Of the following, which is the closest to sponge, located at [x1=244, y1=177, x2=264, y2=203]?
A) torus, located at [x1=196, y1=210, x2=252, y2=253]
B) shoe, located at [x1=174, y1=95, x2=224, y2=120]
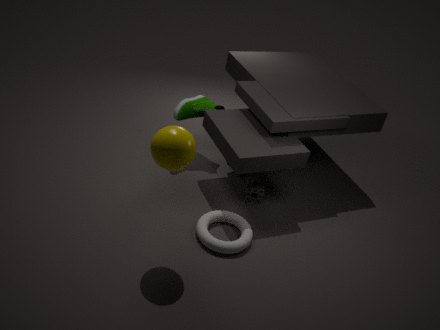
torus, located at [x1=196, y1=210, x2=252, y2=253]
